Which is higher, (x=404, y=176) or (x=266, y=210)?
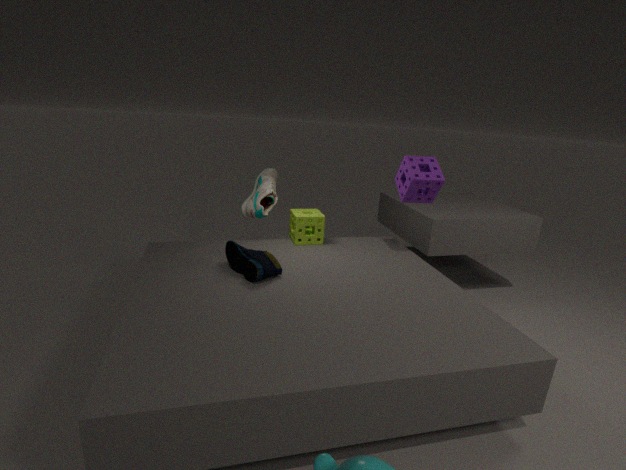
(x=404, y=176)
